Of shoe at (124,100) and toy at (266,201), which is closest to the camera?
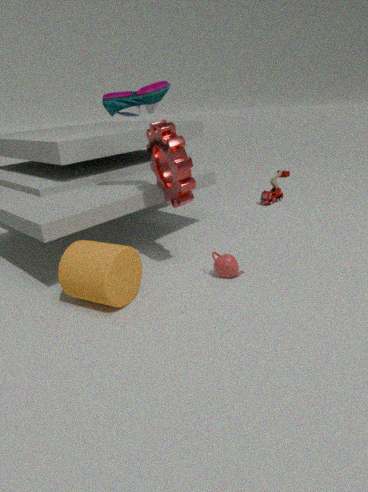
shoe at (124,100)
